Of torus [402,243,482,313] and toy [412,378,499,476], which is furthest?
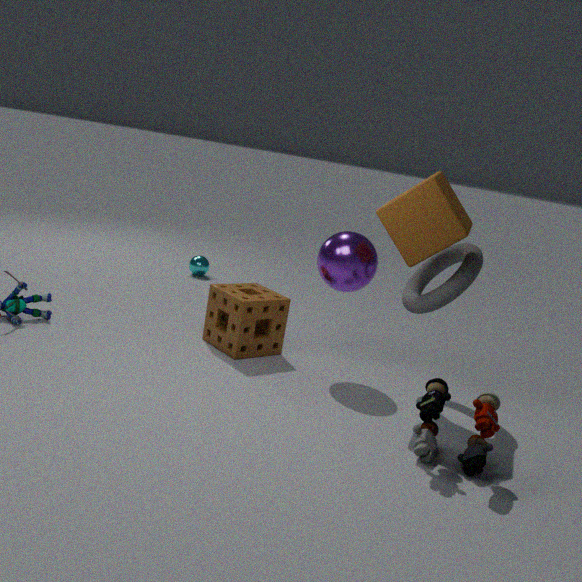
torus [402,243,482,313]
